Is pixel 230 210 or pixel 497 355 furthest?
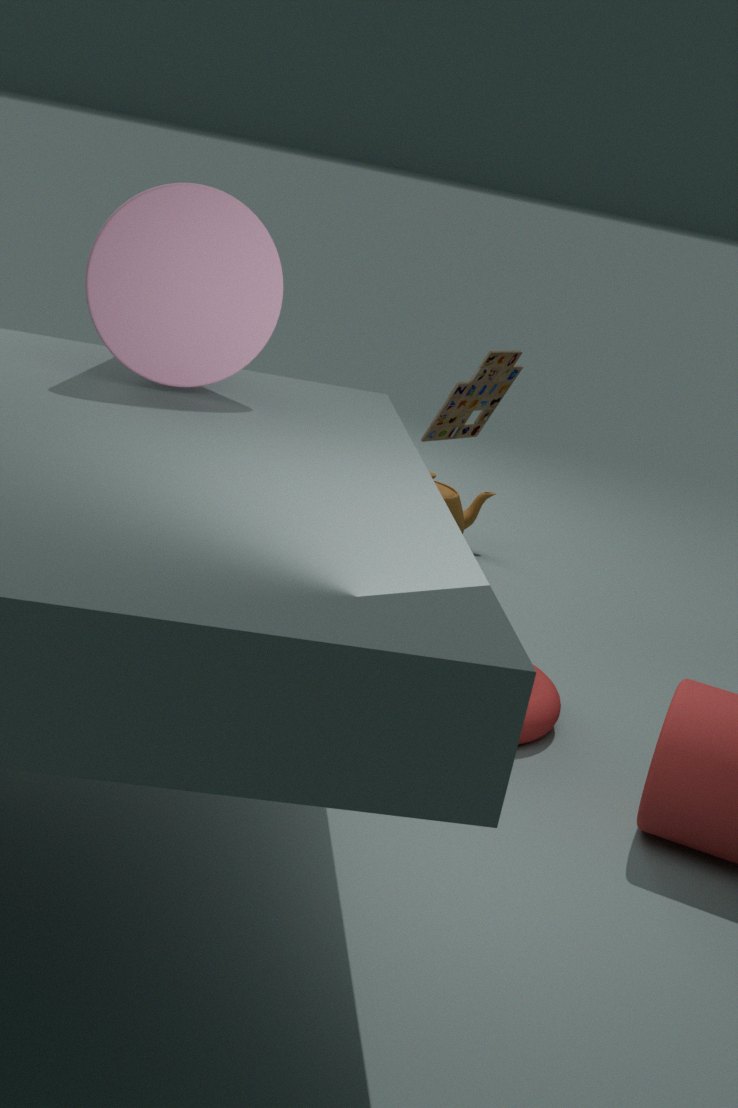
pixel 497 355
